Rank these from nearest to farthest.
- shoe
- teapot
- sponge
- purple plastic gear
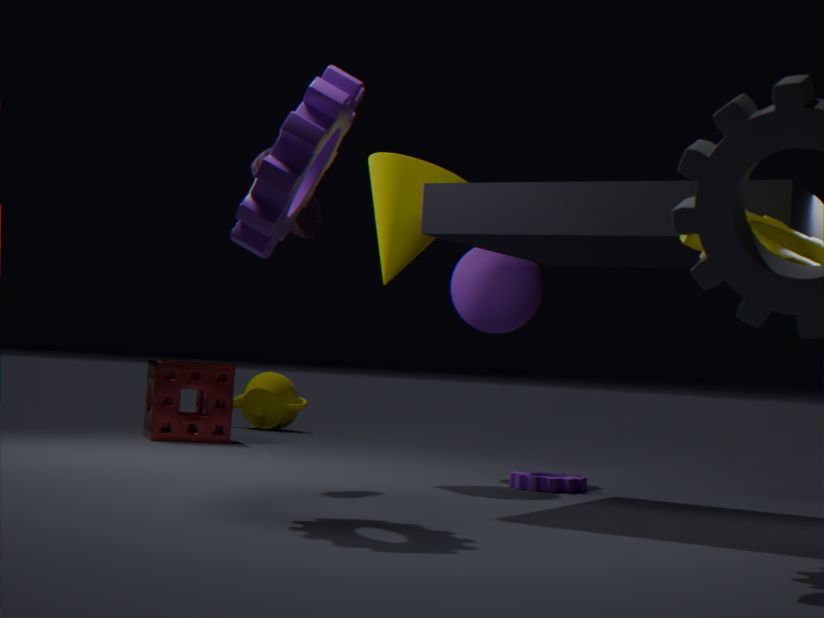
purple plastic gear, shoe, sponge, teapot
